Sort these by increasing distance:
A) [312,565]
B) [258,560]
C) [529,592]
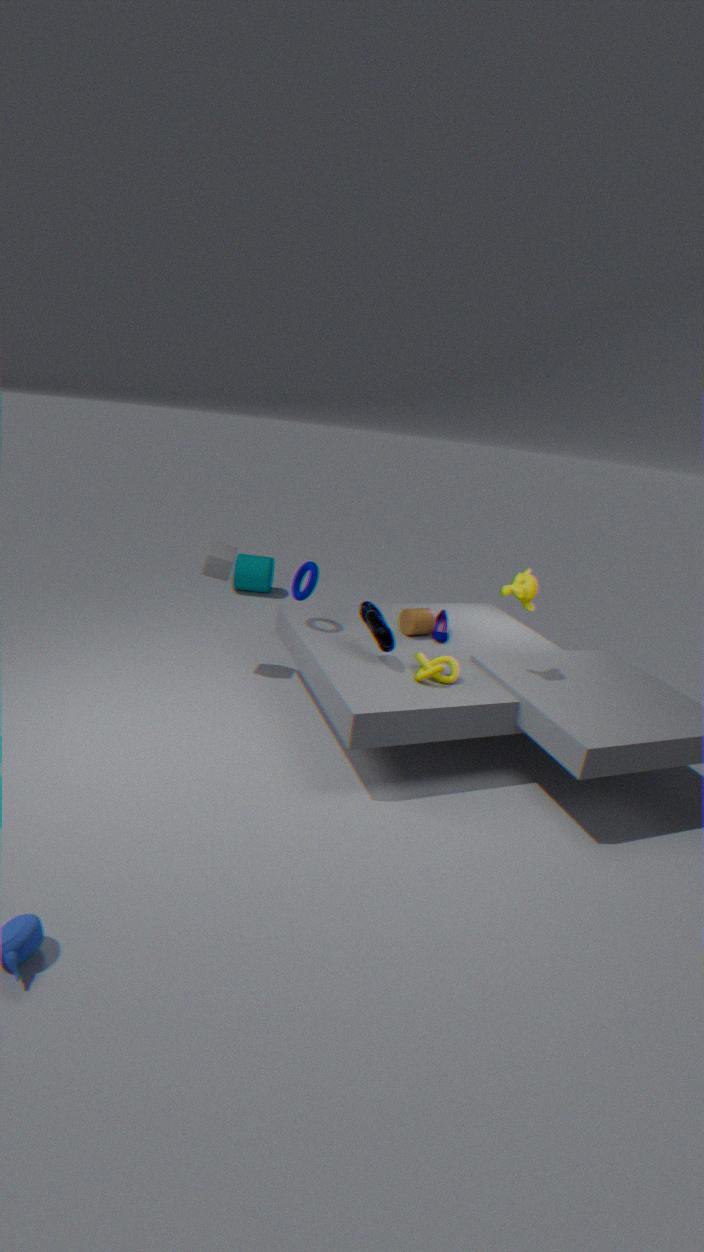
[529,592], [312,565], [258,560]
